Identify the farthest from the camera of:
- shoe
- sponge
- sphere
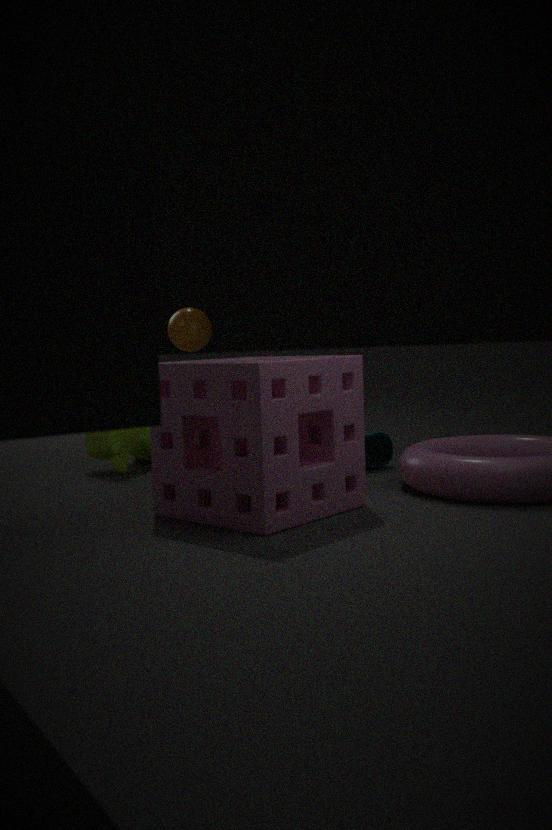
sphere
